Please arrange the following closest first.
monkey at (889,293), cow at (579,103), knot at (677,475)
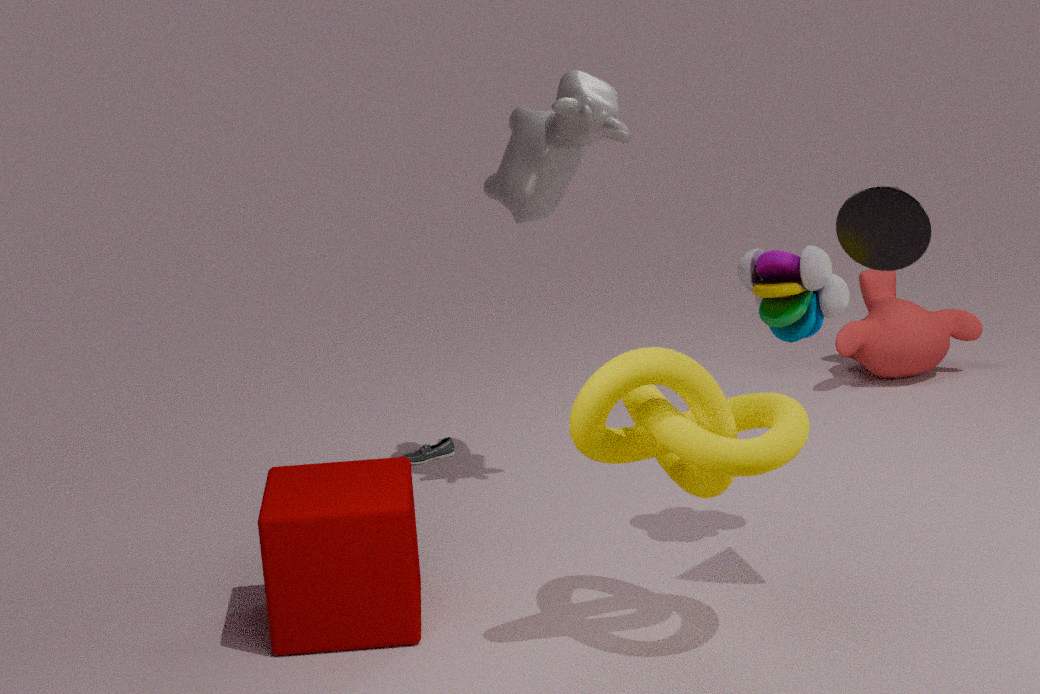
knot at (677,475)
cow at (579,103)
monkey at (889,293)
